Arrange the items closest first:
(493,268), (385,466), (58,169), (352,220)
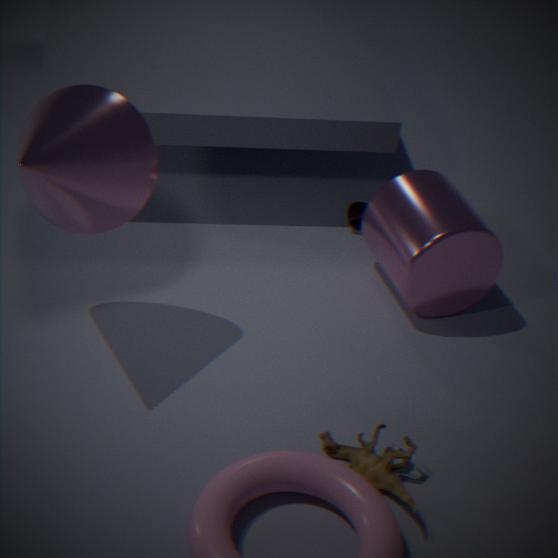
(58,169) < (385,466) < (493,268) < (352,220)
